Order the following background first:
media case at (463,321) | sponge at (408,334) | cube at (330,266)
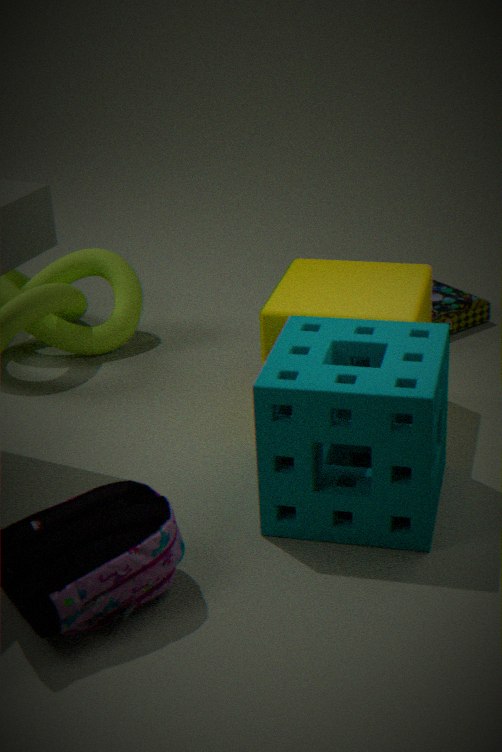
media case at (463,321) → cube at (330,266) → sponge at (408,334)
